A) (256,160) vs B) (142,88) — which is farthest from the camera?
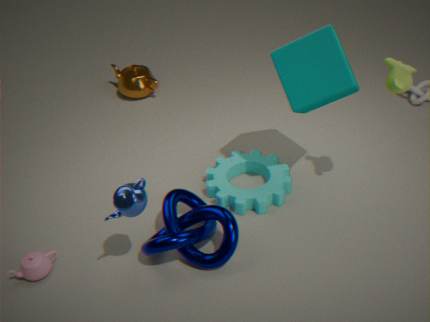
B. (142,88)
